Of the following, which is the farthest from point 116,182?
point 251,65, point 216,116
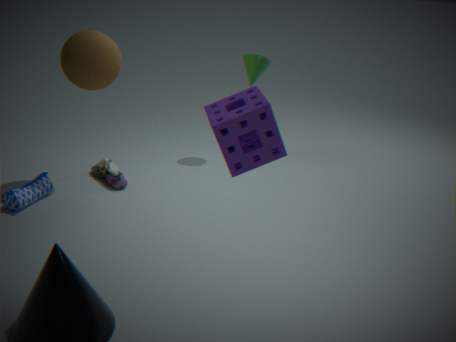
point 216,116
